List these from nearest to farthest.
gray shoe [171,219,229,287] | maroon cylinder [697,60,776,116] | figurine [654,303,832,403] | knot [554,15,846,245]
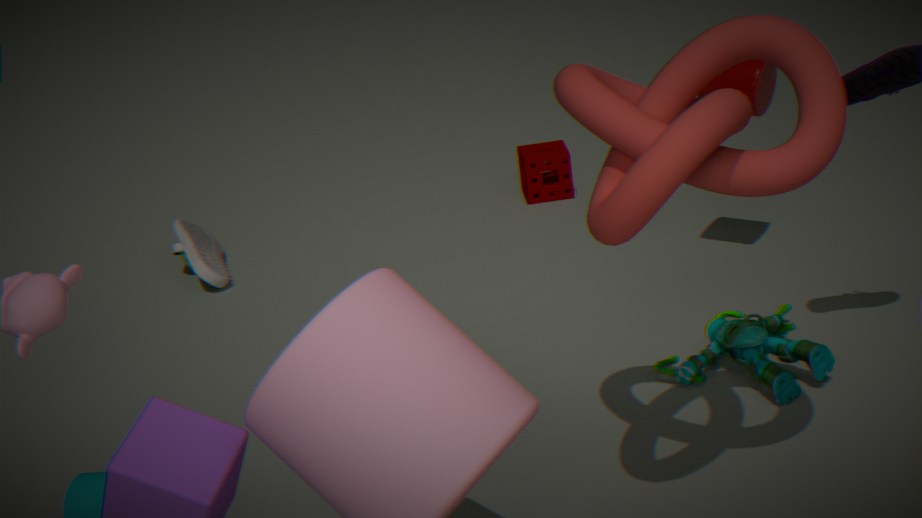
1. knot [554,15,846,245]
2. figurine [654,303,832,403]
3. maroon cylinder [697,60,776,116]
4. gray shoe [171,219,229,287]
